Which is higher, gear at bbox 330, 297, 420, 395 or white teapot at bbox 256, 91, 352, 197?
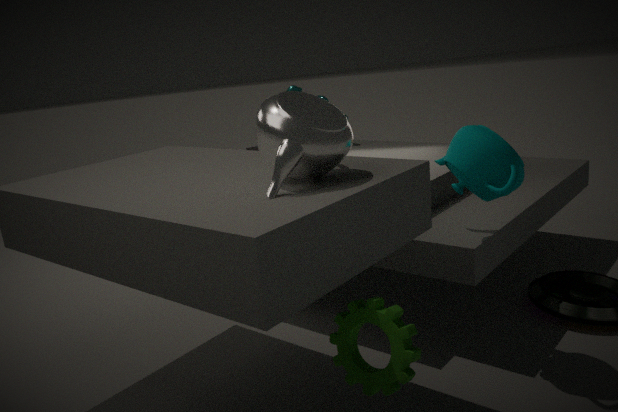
white teapot at bbox 256, 91, 352, 197
